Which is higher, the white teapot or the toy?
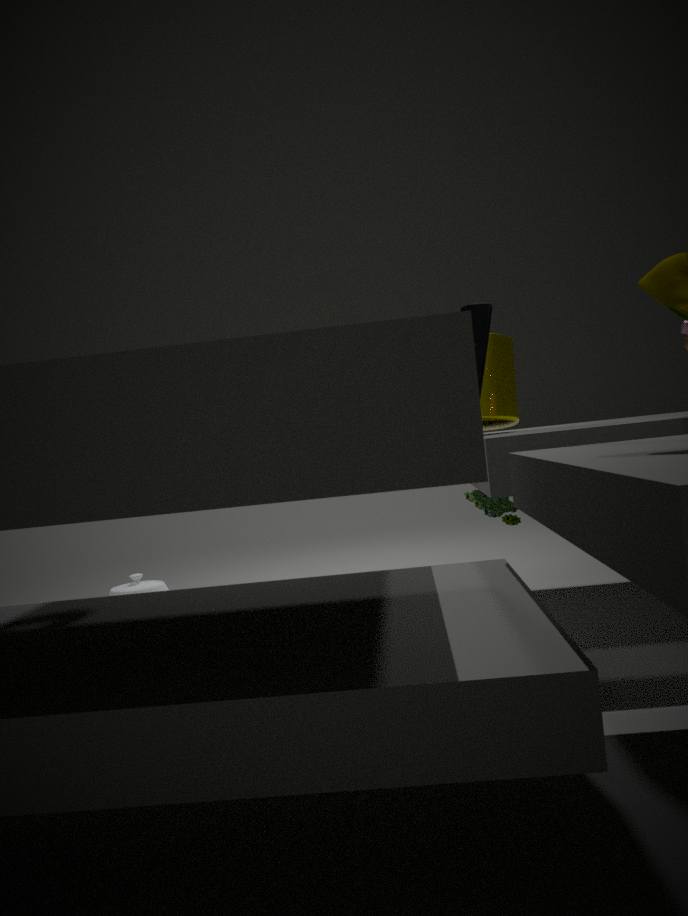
the toy
